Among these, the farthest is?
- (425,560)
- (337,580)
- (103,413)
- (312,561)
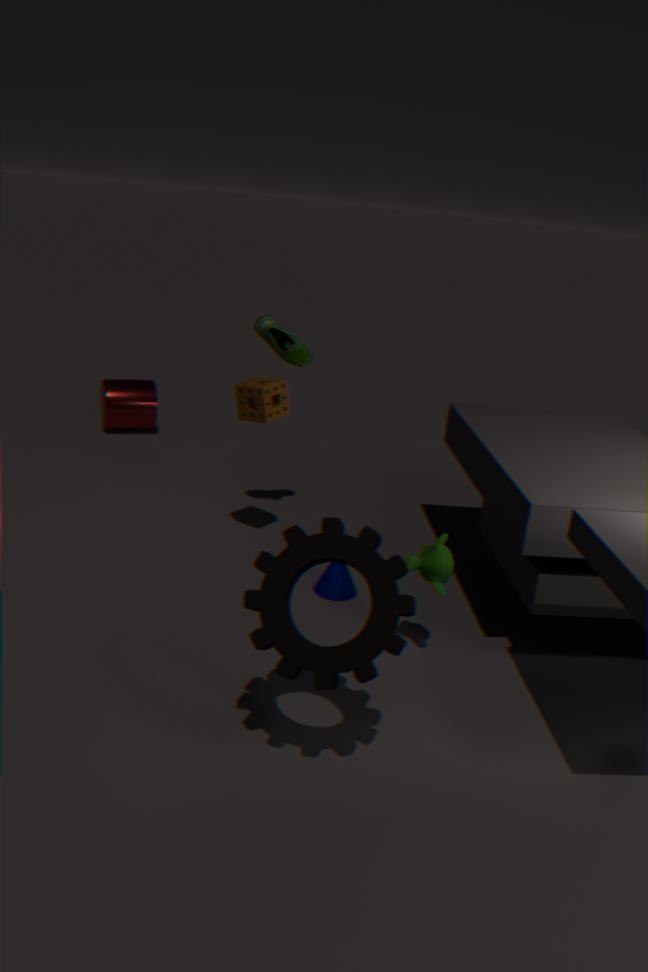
(103,413)
